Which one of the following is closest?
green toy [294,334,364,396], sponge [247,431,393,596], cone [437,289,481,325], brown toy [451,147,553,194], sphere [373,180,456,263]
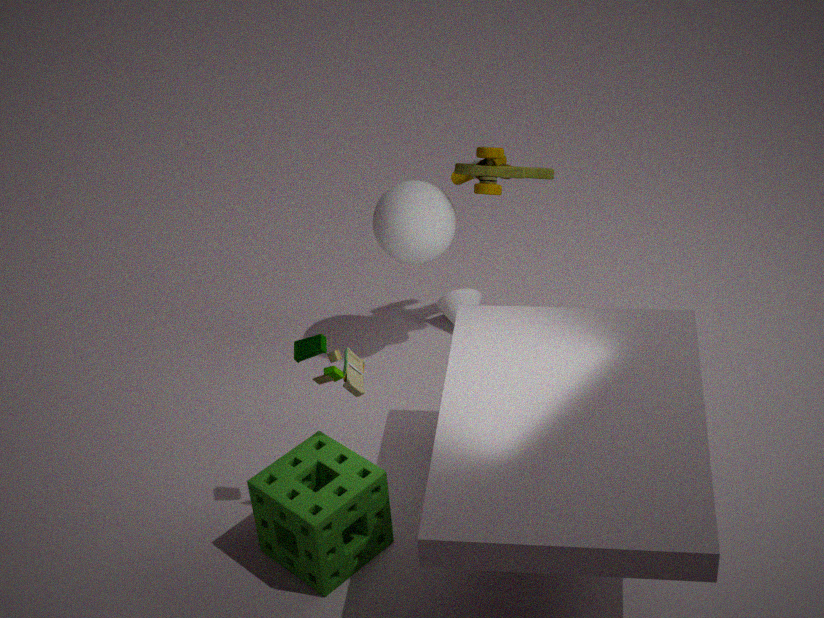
sponge [247,431,393,596]
